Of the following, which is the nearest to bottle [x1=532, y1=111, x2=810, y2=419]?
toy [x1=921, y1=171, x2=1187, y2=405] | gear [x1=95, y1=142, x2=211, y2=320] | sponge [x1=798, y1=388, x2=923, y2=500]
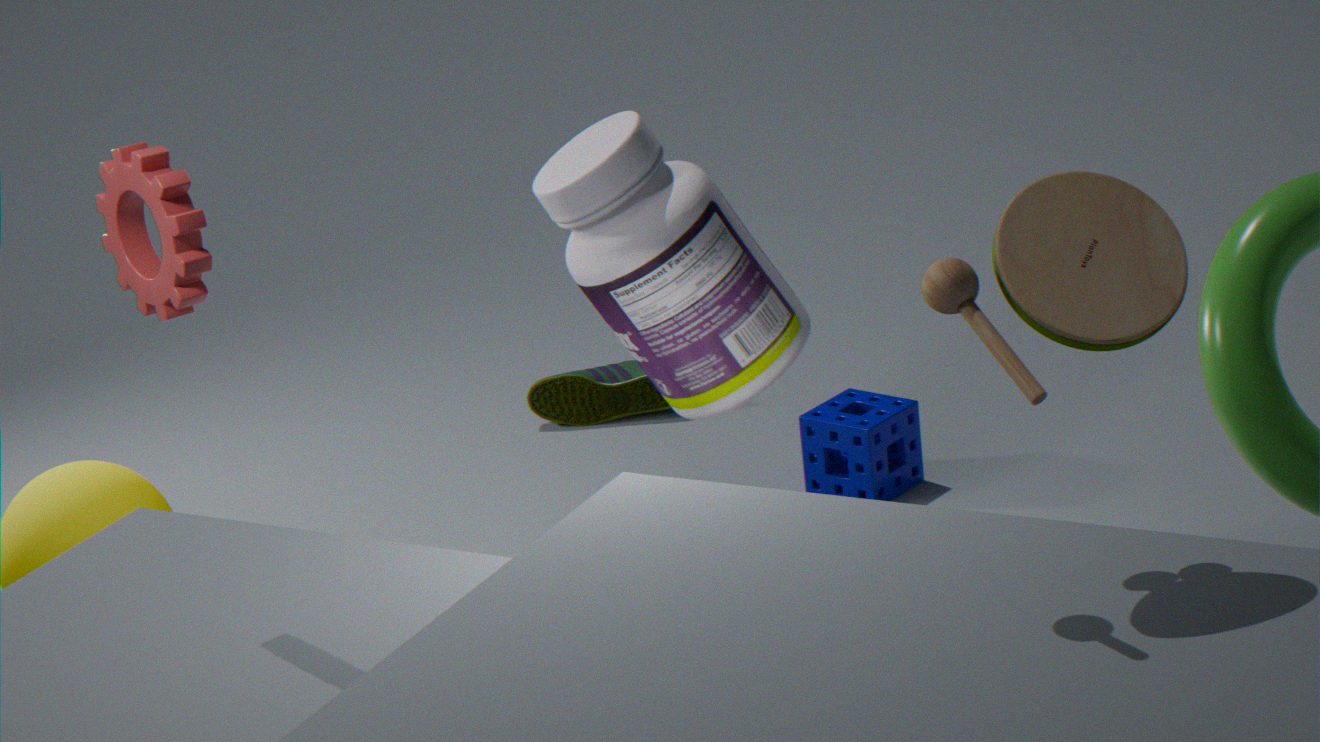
sponge [x1=798, y1=388, x2=923, y2=500]
